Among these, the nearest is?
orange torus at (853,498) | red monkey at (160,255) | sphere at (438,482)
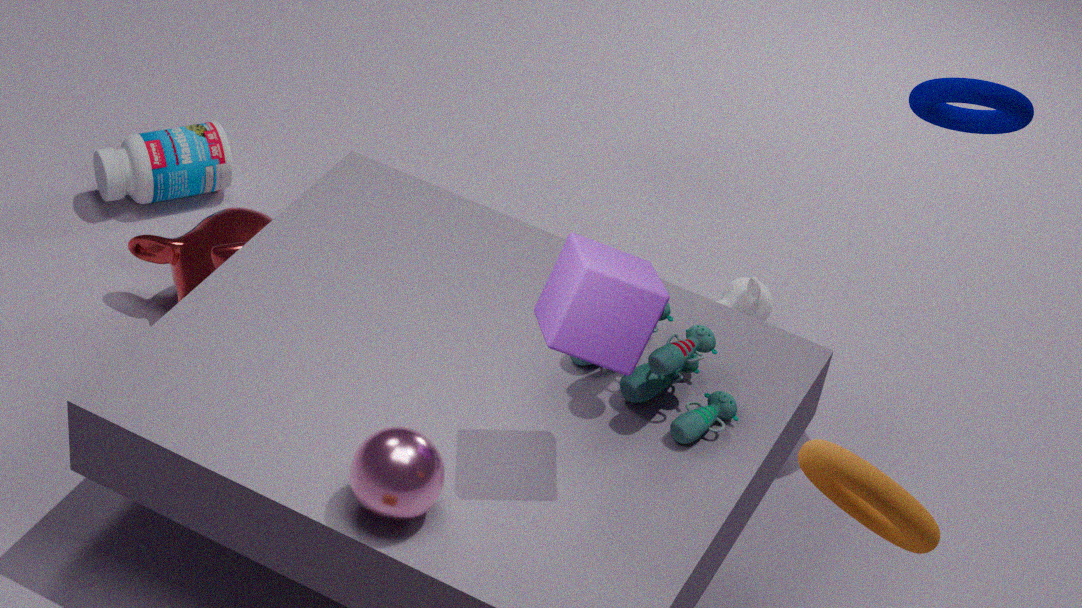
orange torus at (853,498)
